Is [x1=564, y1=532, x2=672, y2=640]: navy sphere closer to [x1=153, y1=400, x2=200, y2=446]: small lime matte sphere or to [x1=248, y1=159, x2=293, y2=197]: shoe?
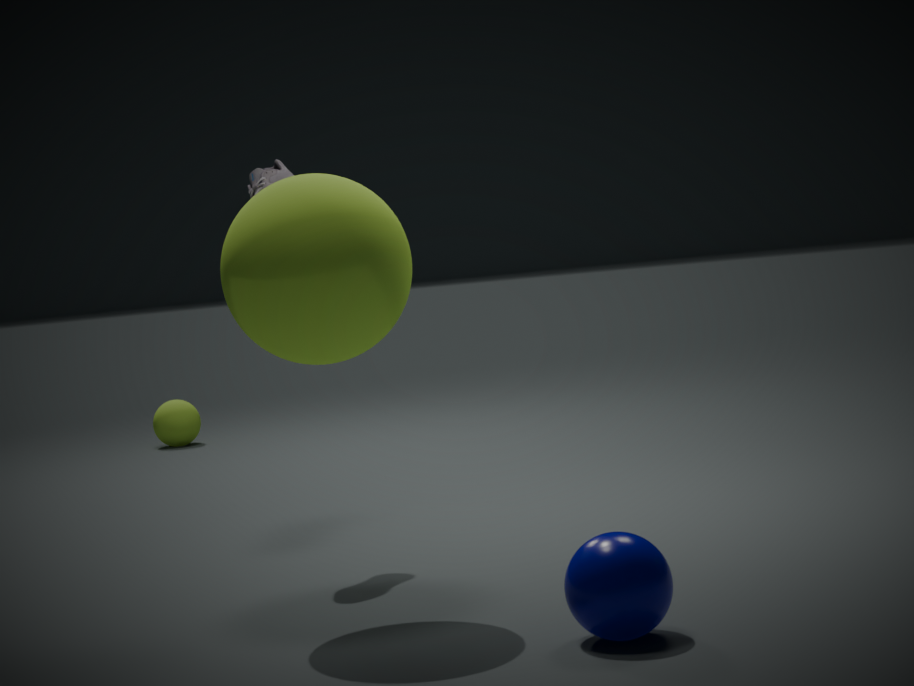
[x1=248, y1=159, x2=293, y2=197]: shoe
